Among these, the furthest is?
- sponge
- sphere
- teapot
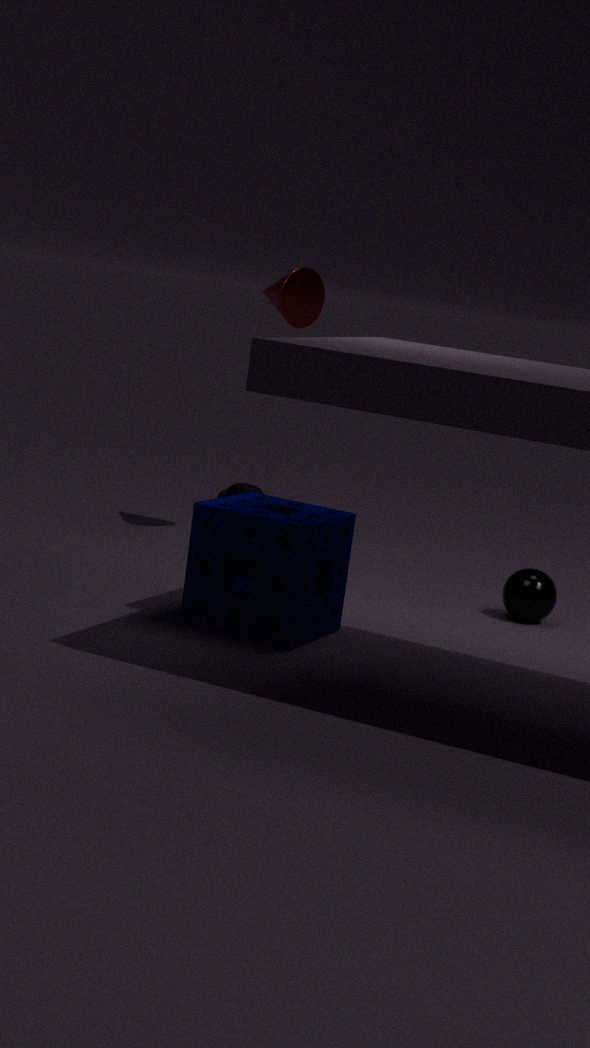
teapot
